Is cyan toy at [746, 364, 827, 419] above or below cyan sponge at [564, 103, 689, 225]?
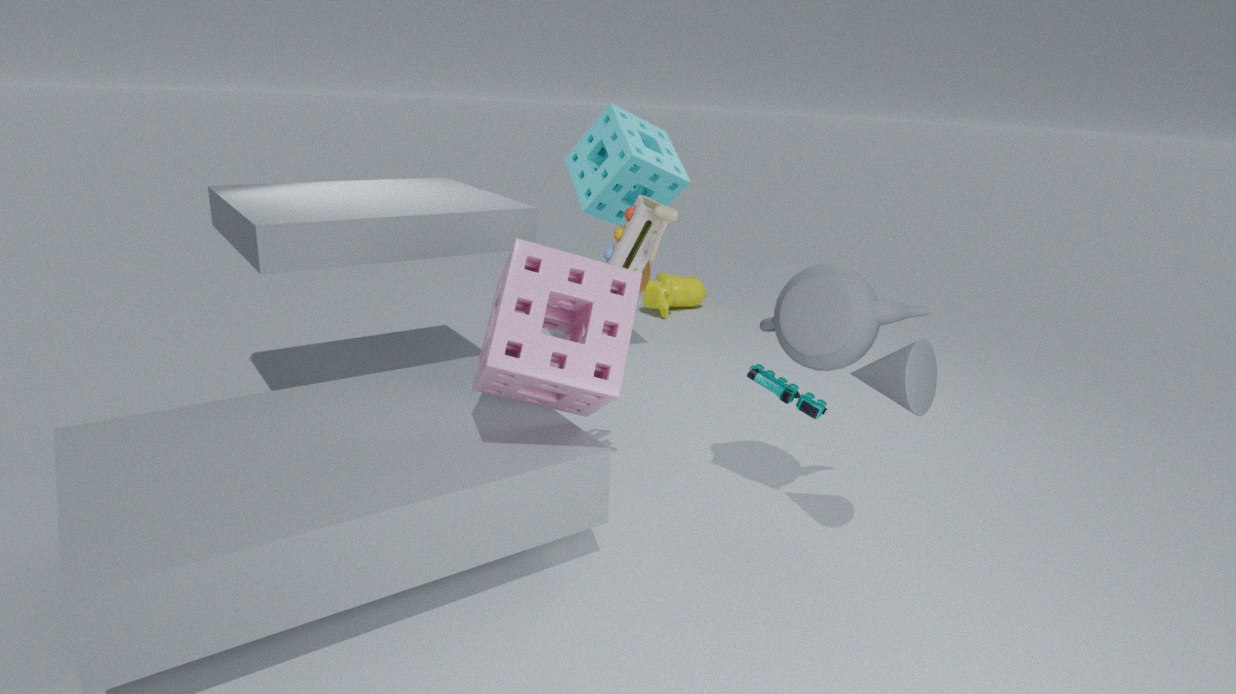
below
